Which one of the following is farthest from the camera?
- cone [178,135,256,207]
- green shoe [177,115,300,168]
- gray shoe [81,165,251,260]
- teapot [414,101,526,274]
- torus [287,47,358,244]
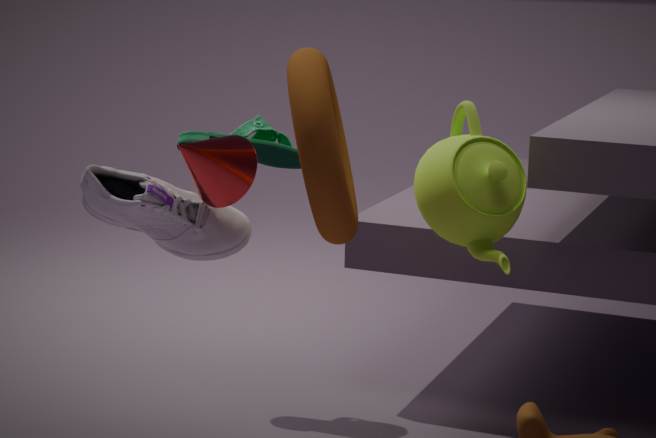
green shoe [177,115,300,168]
